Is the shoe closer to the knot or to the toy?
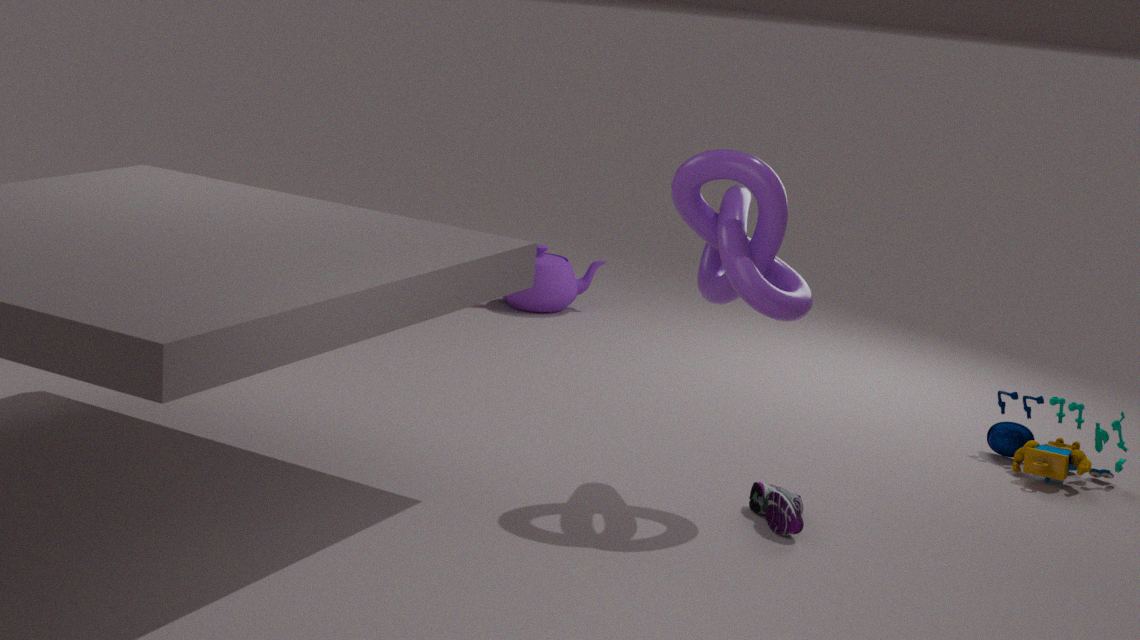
the knot
